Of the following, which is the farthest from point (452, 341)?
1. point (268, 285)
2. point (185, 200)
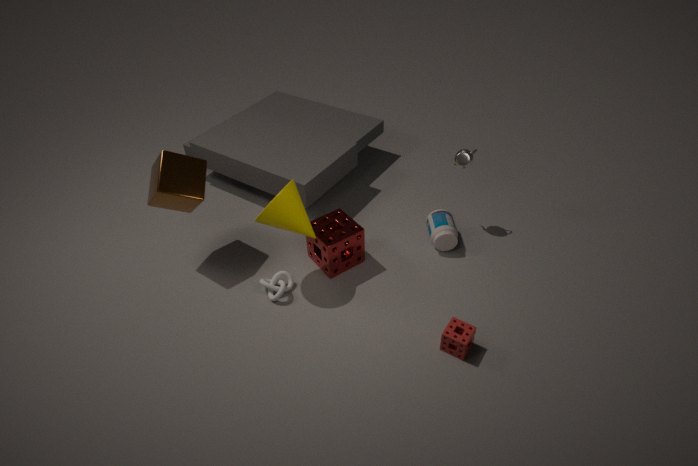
point (185, 200)
